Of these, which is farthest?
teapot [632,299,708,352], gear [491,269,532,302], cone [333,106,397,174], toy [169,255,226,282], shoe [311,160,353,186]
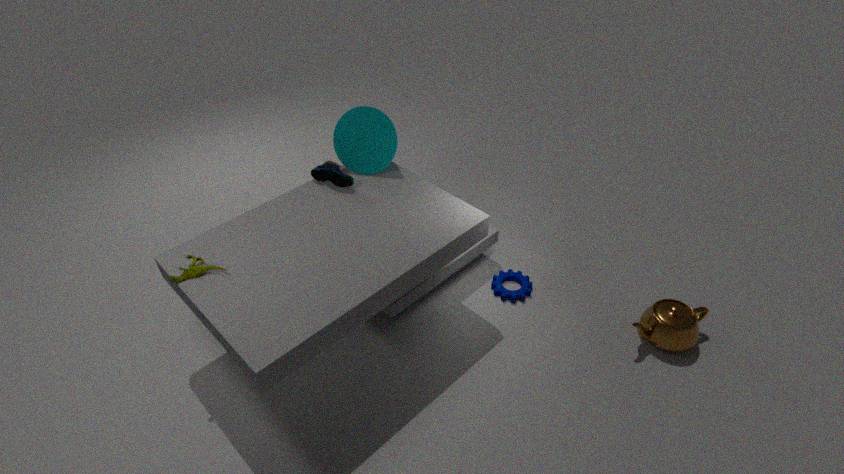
gear [491,269,532,302]
